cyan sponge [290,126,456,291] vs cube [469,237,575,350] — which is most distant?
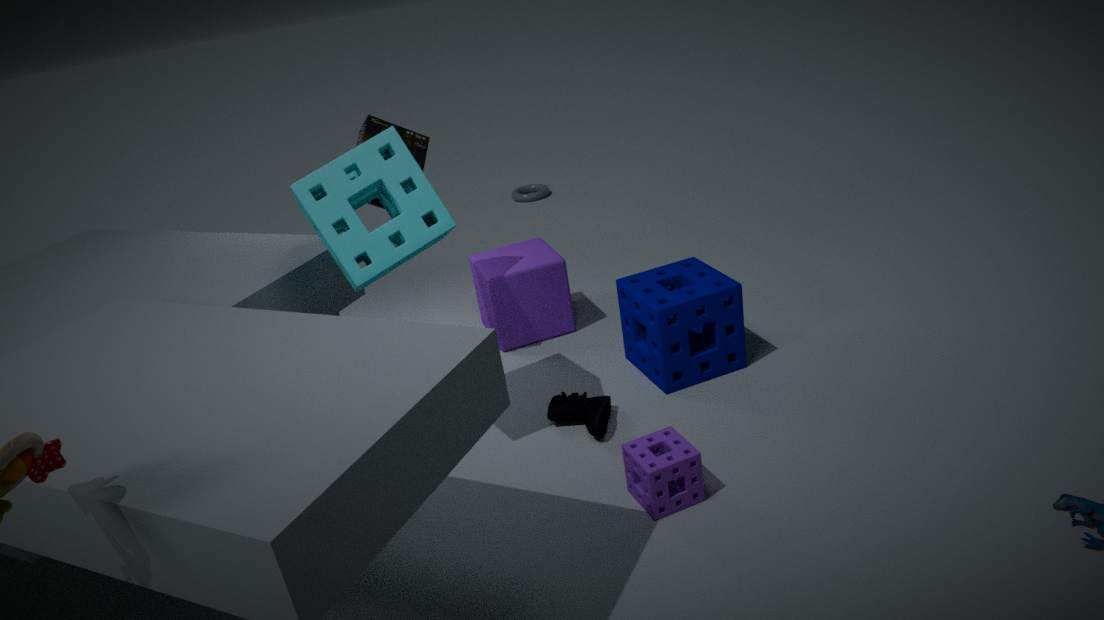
cube [469,237,575,350]
